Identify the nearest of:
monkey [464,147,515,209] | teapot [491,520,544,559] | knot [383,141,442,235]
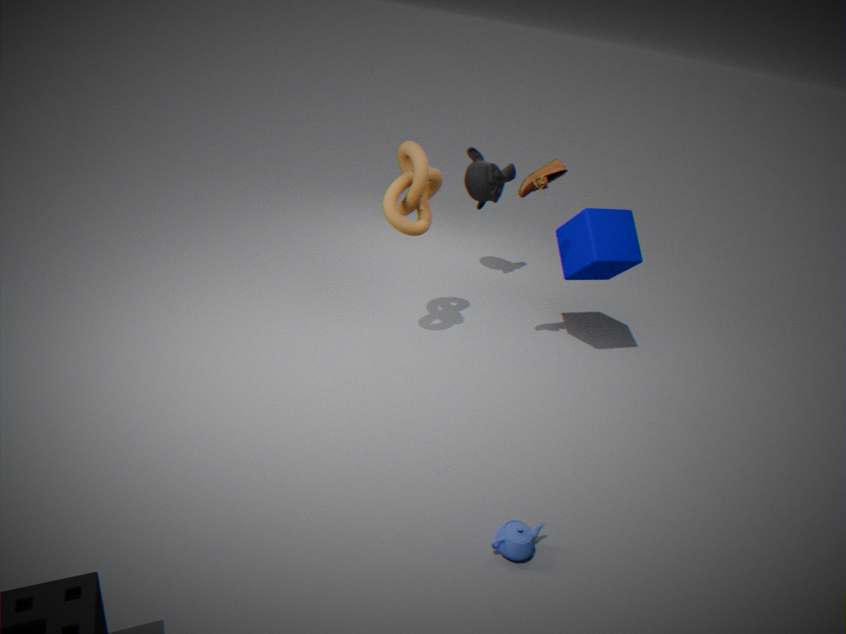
teapot [491,520,544,559]
